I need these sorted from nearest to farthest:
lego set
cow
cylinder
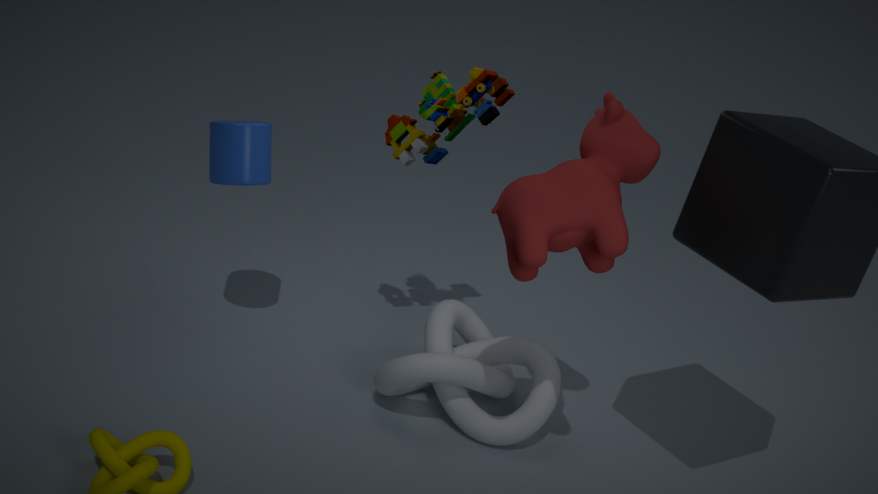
cow → lego set → cylinder
